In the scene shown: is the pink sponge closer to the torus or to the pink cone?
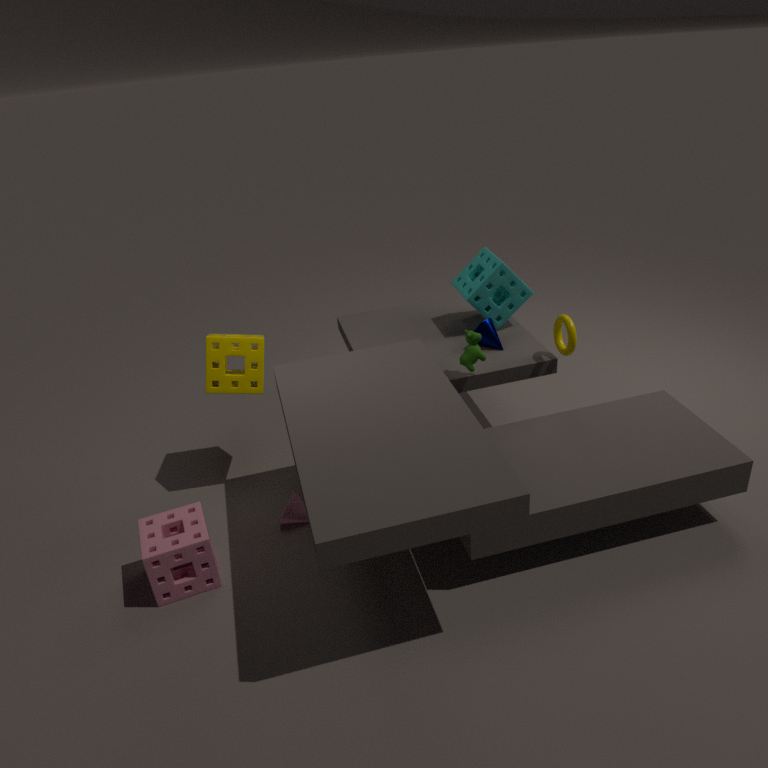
the pink cone
